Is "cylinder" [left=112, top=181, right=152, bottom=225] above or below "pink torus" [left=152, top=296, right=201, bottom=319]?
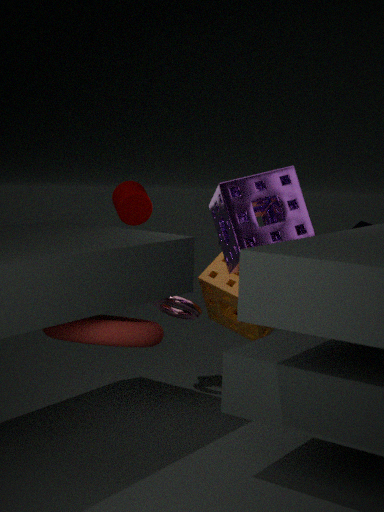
above
